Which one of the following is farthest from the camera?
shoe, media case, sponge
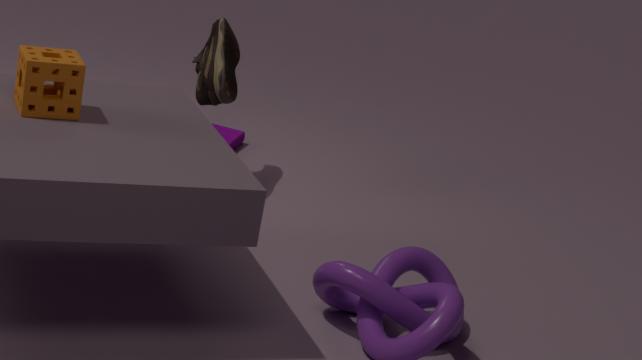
media case
